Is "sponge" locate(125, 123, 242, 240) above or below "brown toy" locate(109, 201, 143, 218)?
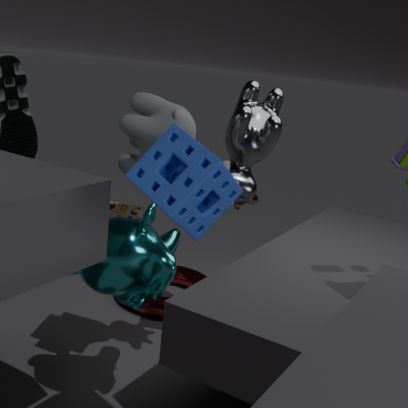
above
